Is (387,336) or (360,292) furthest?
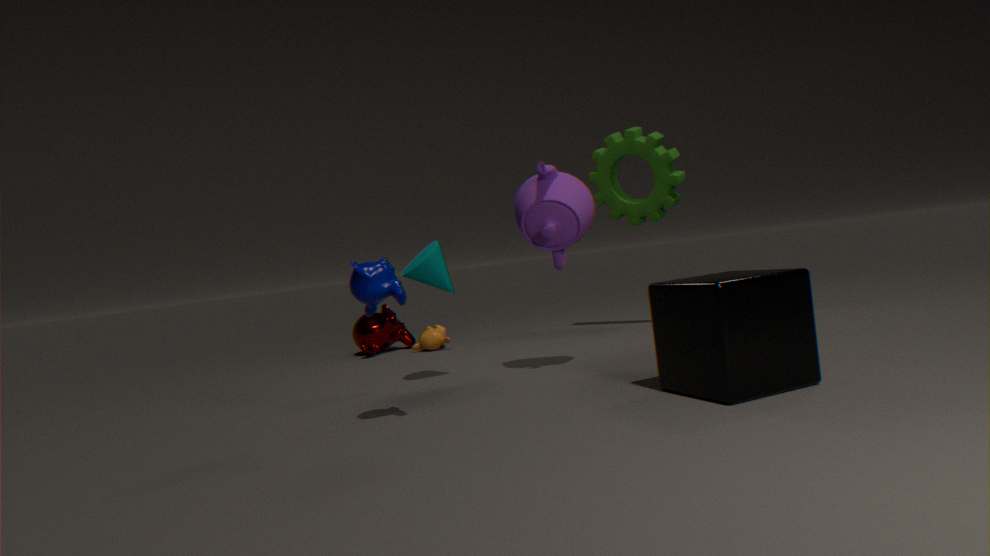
(387,336)
